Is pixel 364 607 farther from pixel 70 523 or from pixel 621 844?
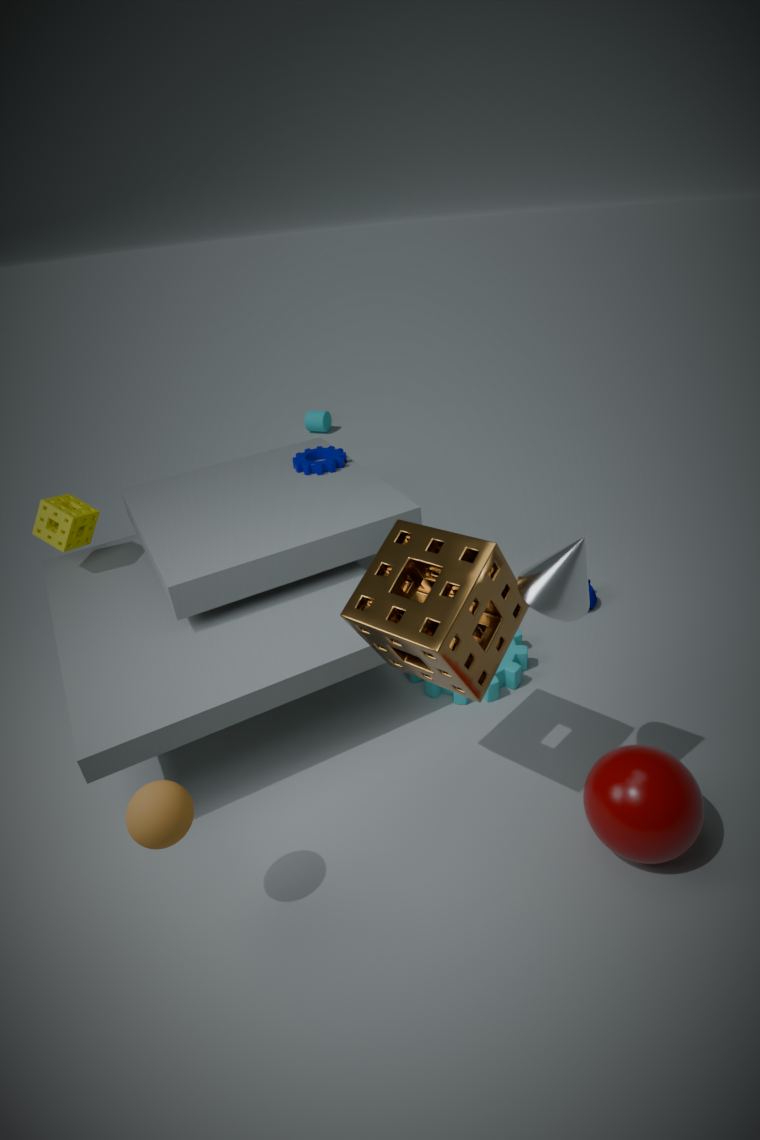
pixel 70 523
